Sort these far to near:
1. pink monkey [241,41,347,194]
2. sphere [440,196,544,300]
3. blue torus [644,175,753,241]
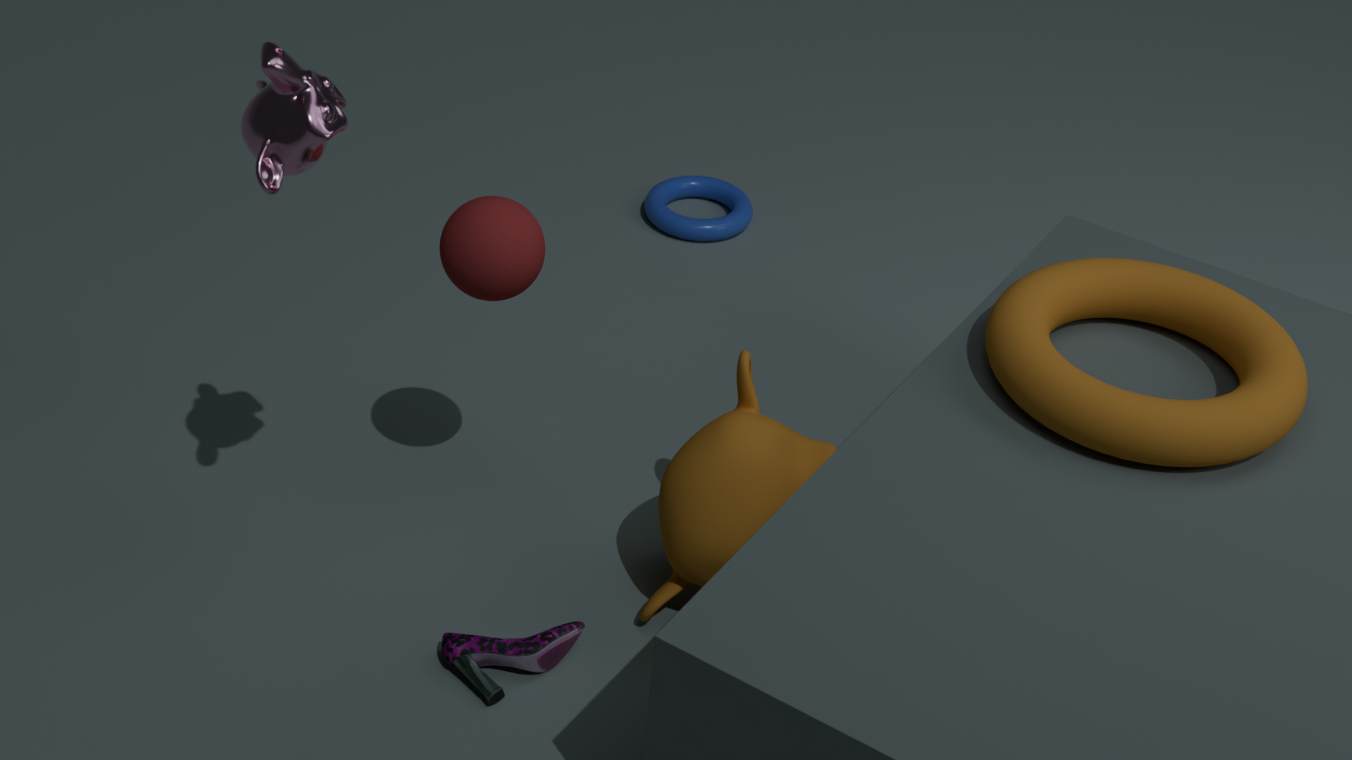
1. blue torus [644,175,753,241]
2. sphere [440,196,544,300]
3. pink monkey [241,41,347,194]
